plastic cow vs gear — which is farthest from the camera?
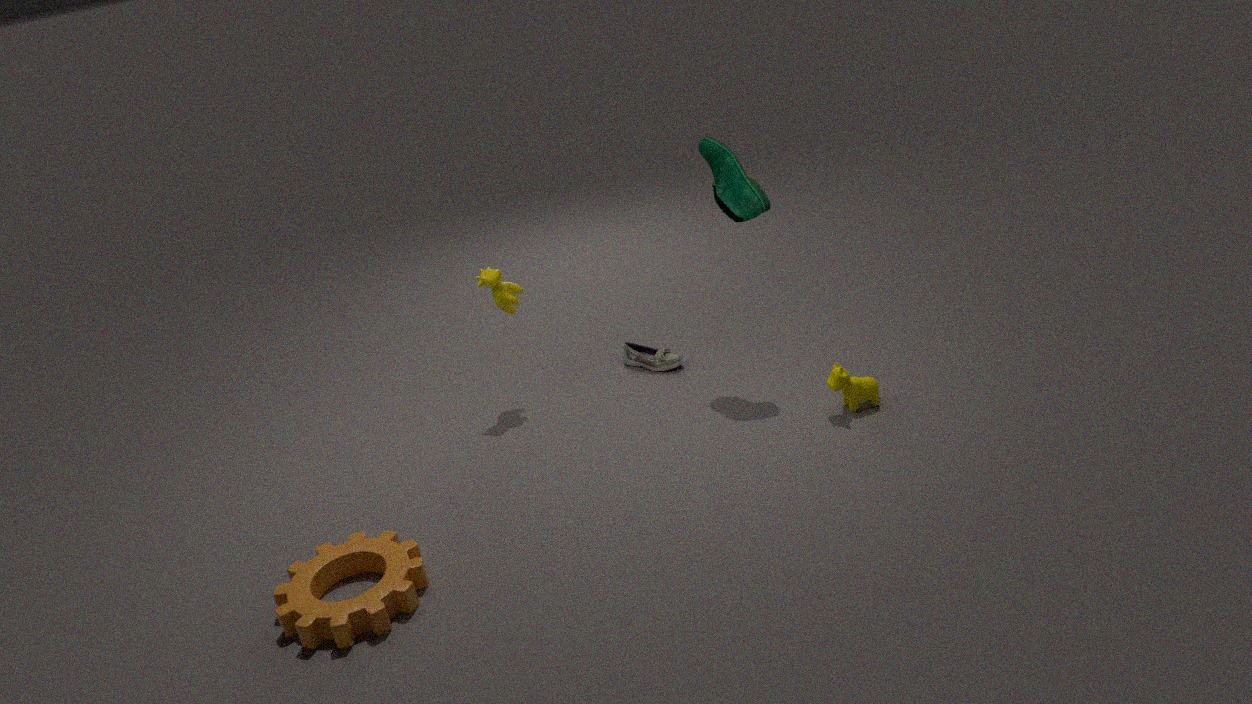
plastic cow
